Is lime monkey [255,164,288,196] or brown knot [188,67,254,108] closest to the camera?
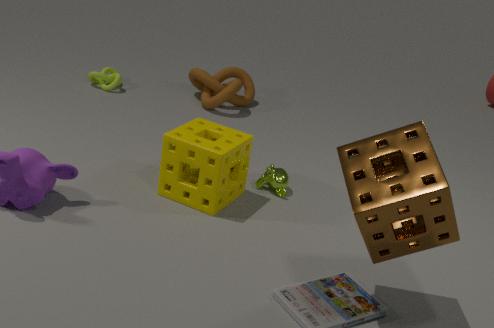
lime monkey [255,164,288,196]
